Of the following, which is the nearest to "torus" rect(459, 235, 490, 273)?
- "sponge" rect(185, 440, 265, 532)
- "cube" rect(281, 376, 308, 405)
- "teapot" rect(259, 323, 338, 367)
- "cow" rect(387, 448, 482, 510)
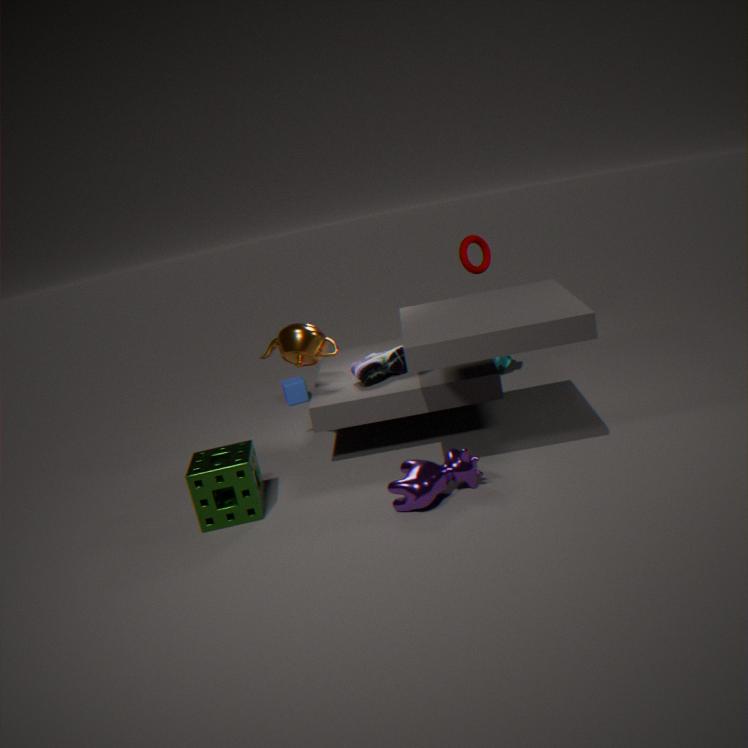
"teapot" rect(259, 323, 338, 367)
